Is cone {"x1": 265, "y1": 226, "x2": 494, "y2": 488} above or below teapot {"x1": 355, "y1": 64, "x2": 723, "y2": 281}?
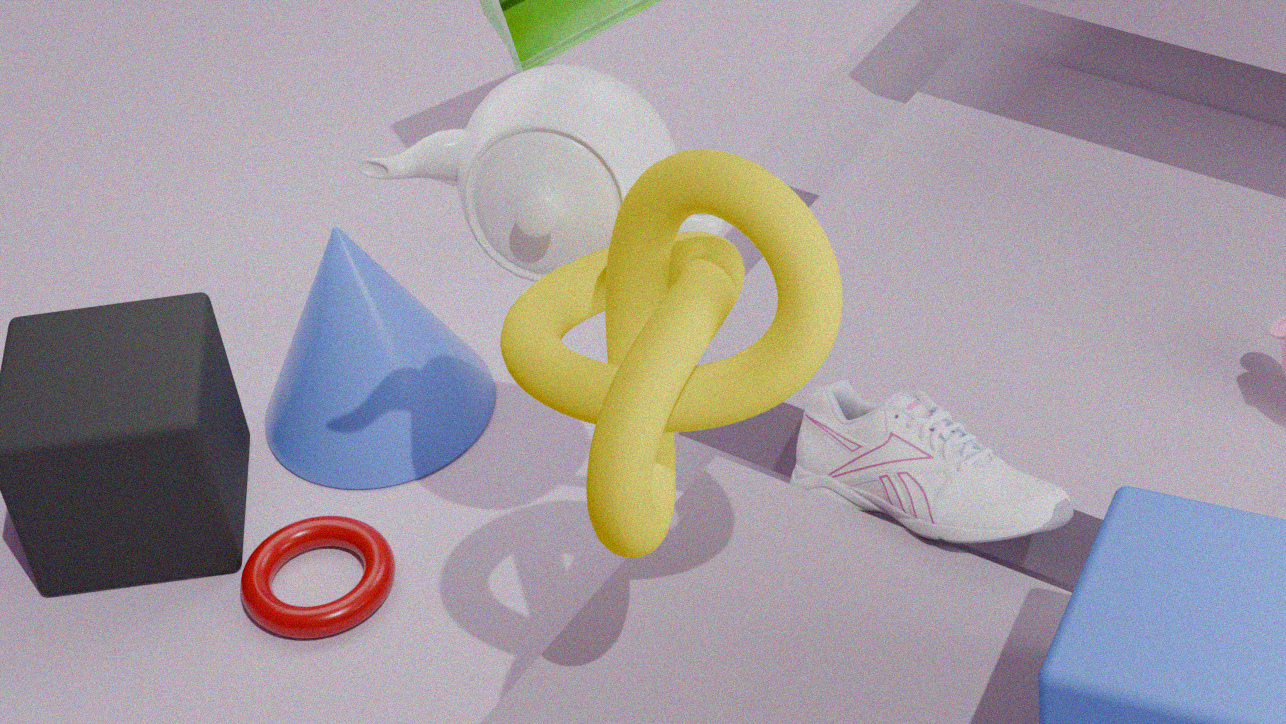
below
